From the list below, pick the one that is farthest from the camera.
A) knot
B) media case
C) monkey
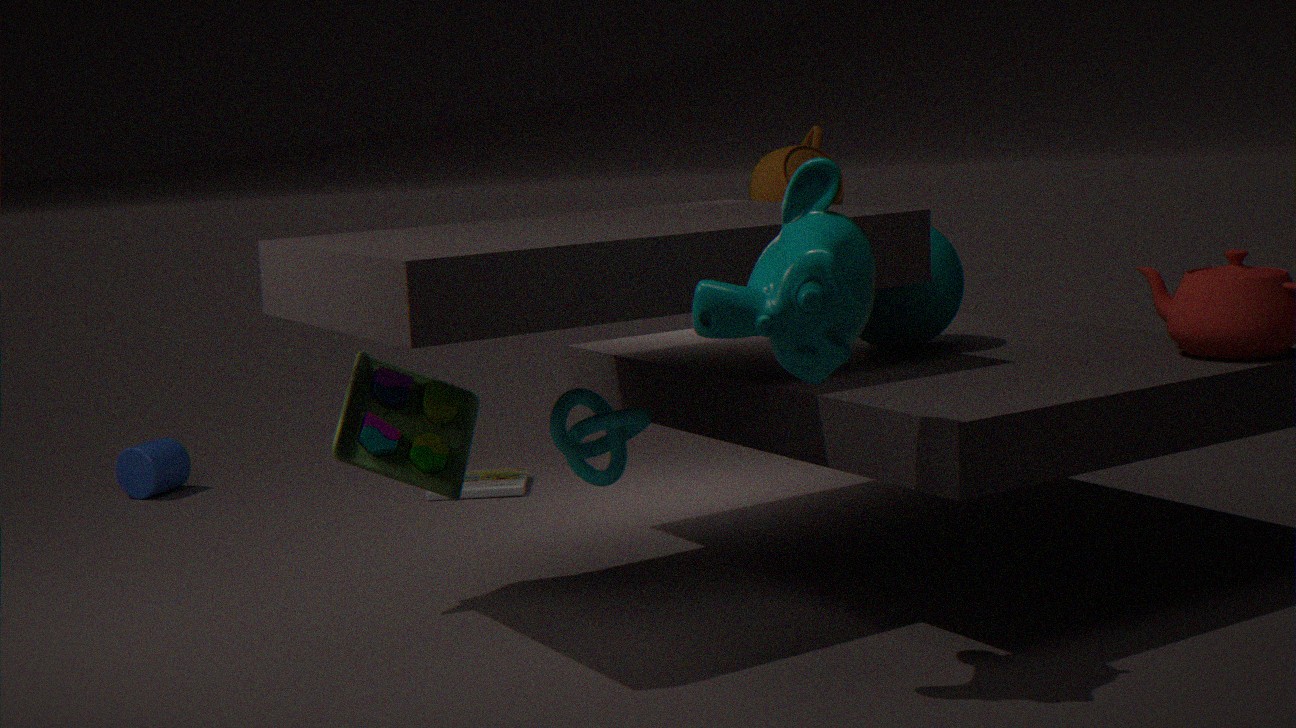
media case
